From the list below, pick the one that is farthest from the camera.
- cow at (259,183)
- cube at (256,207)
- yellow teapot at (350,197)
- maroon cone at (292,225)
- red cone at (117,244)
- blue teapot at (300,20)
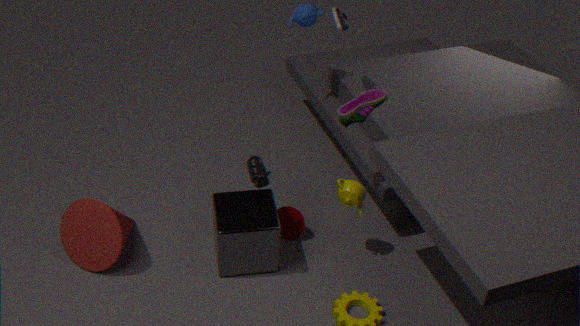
blue teapot at (300,20)
